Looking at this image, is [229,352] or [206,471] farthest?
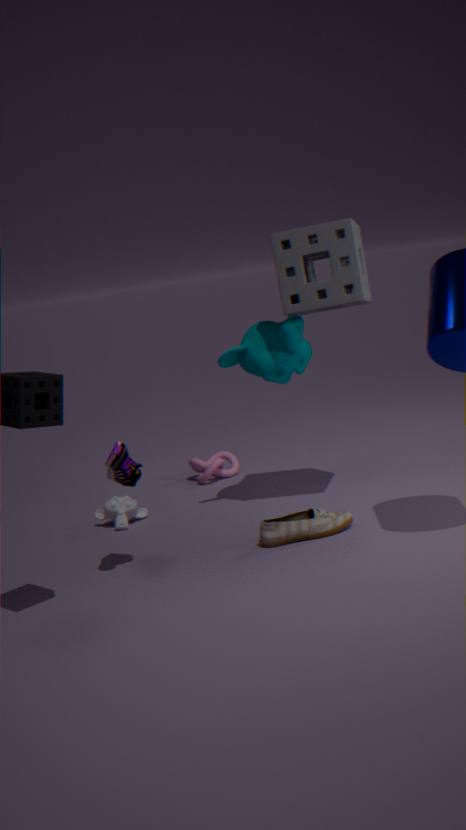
[206,471]
